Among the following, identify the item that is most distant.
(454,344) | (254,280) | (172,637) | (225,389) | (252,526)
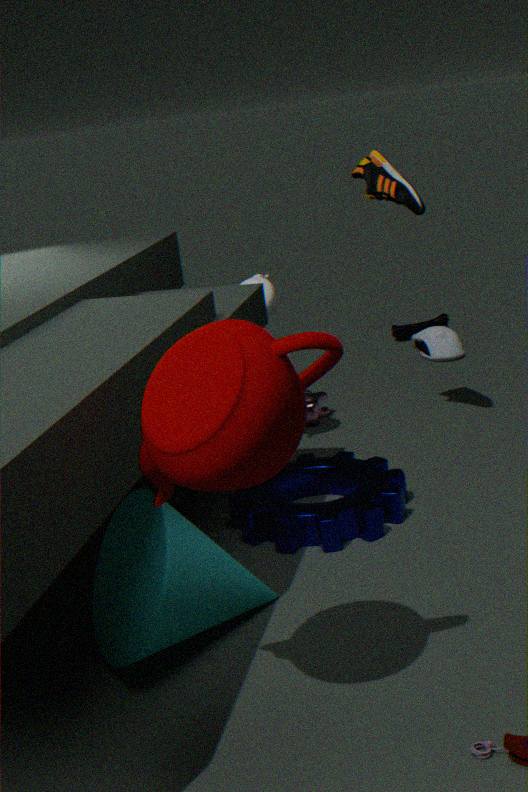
(454,344)
